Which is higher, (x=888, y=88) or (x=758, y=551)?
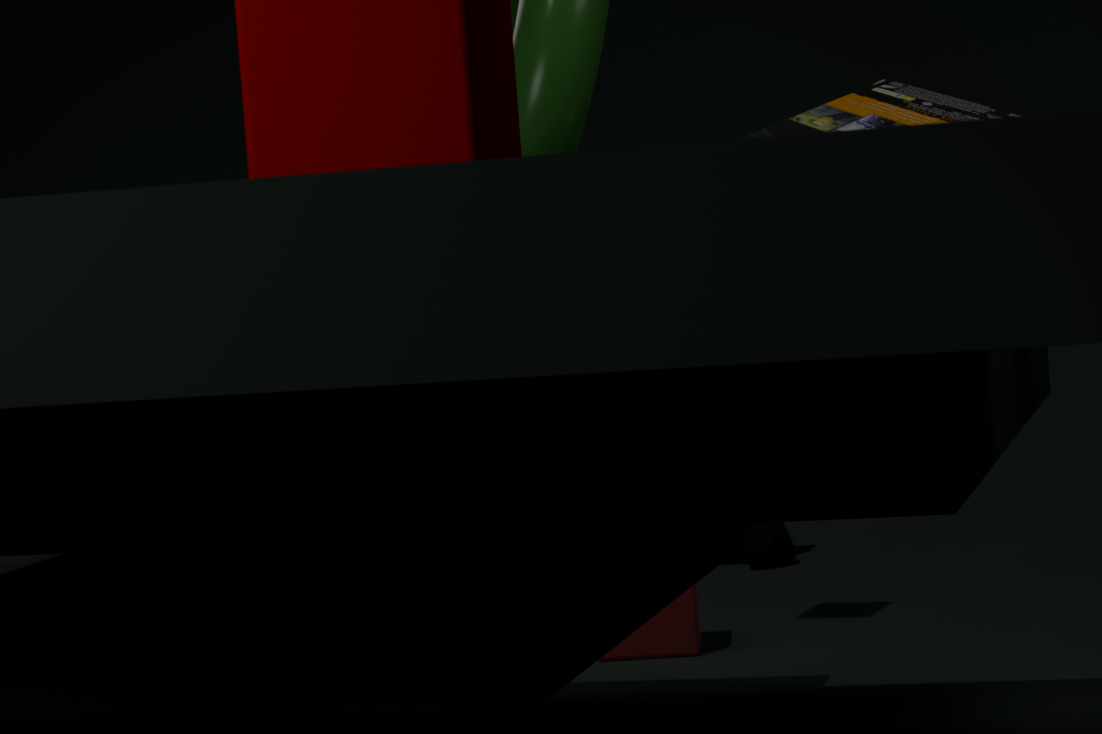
(x=888, y=88)
